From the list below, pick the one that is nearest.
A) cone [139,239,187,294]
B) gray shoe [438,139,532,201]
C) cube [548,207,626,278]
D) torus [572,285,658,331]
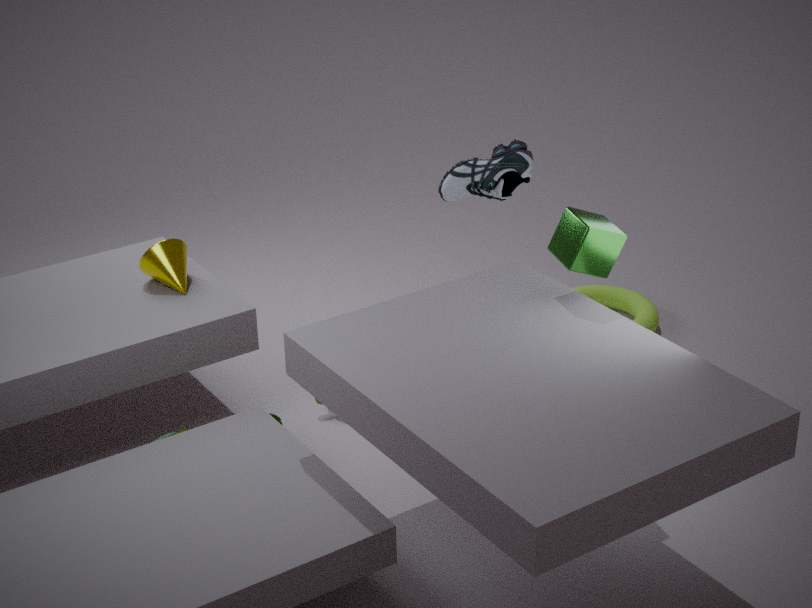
cube [548,207,626,278]
